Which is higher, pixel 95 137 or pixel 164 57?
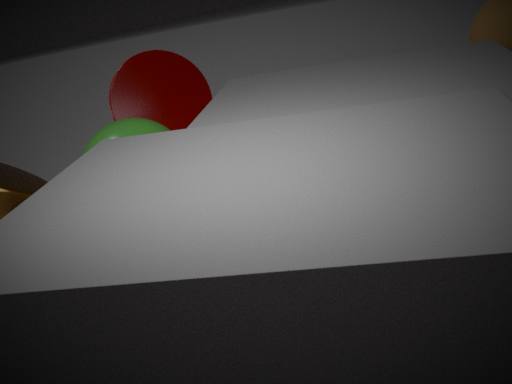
pixel 164 57
